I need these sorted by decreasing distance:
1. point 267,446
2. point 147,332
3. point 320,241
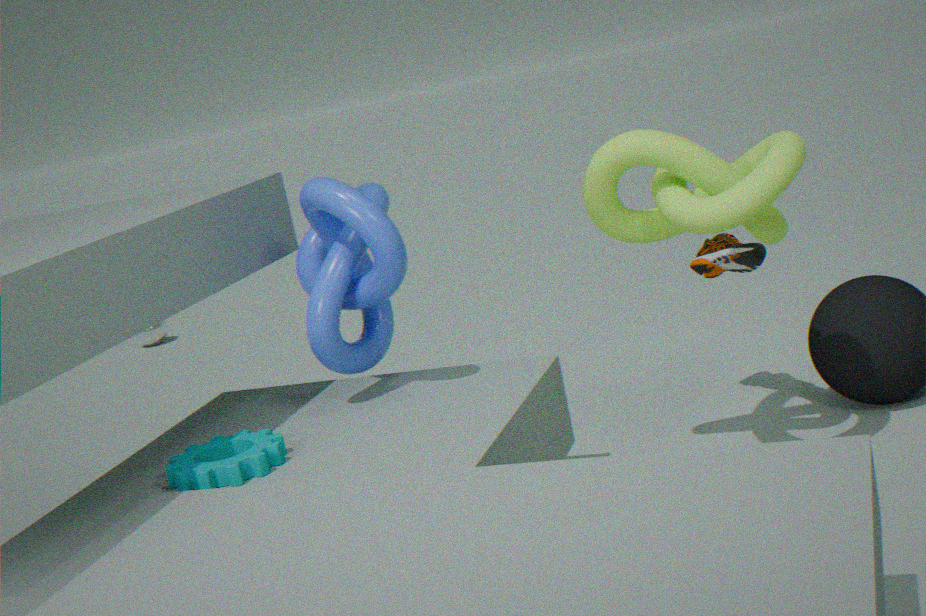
1. point 147,332
2. point 320,241
3. point 267,446
